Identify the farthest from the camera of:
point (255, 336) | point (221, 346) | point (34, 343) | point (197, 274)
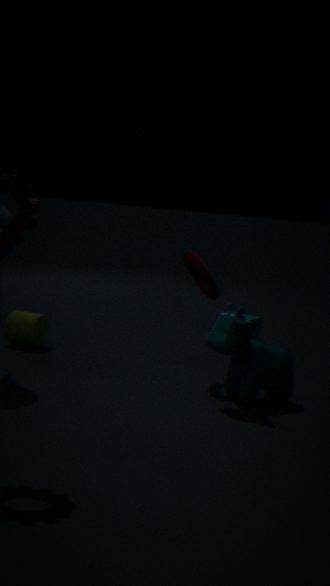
point (255, 336)
